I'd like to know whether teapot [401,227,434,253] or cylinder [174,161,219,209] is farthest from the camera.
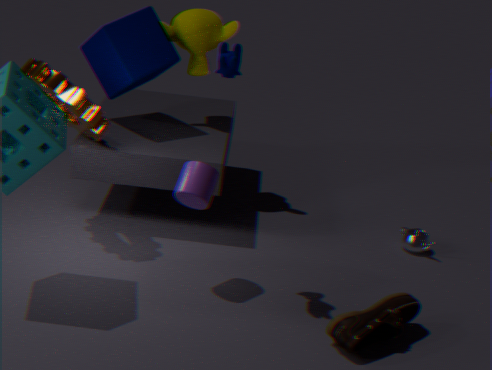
teapot [401,227,434,253]
